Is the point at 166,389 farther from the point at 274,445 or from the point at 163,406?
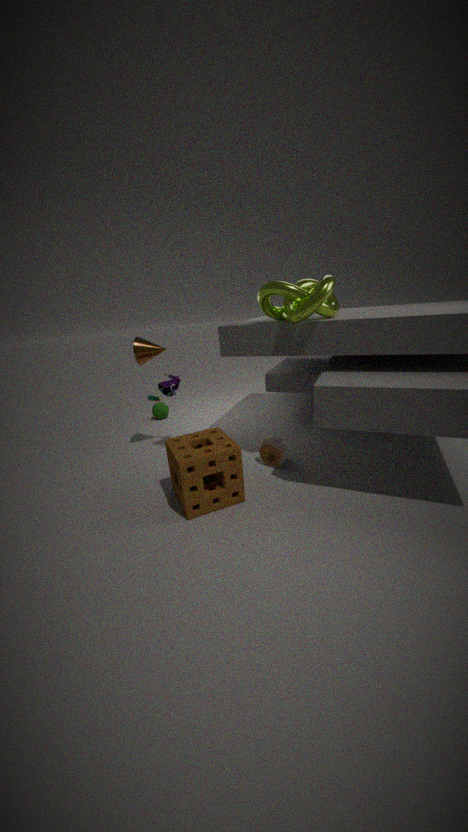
the point at 163,406
